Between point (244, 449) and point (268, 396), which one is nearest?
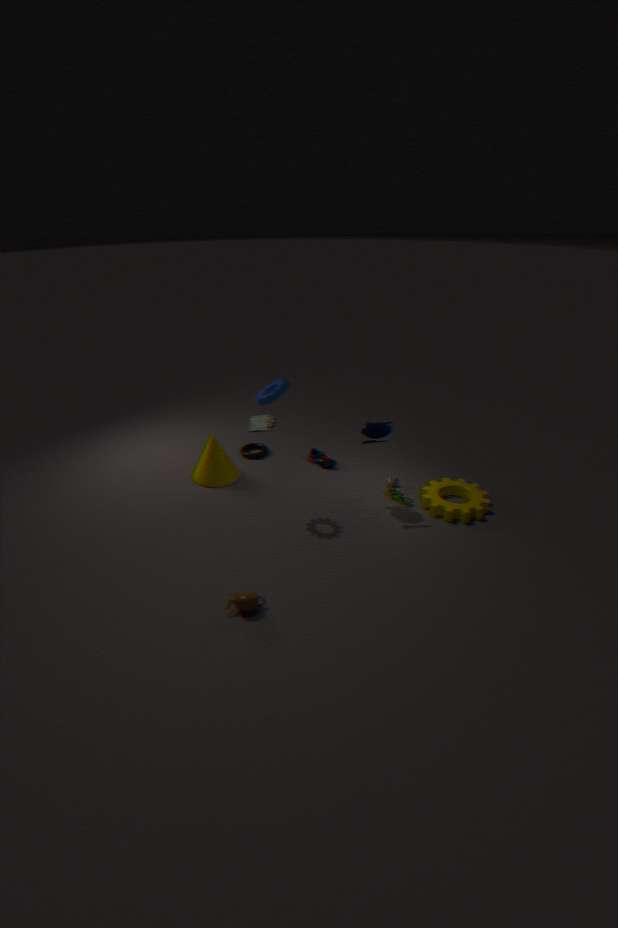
point (268, 396)
